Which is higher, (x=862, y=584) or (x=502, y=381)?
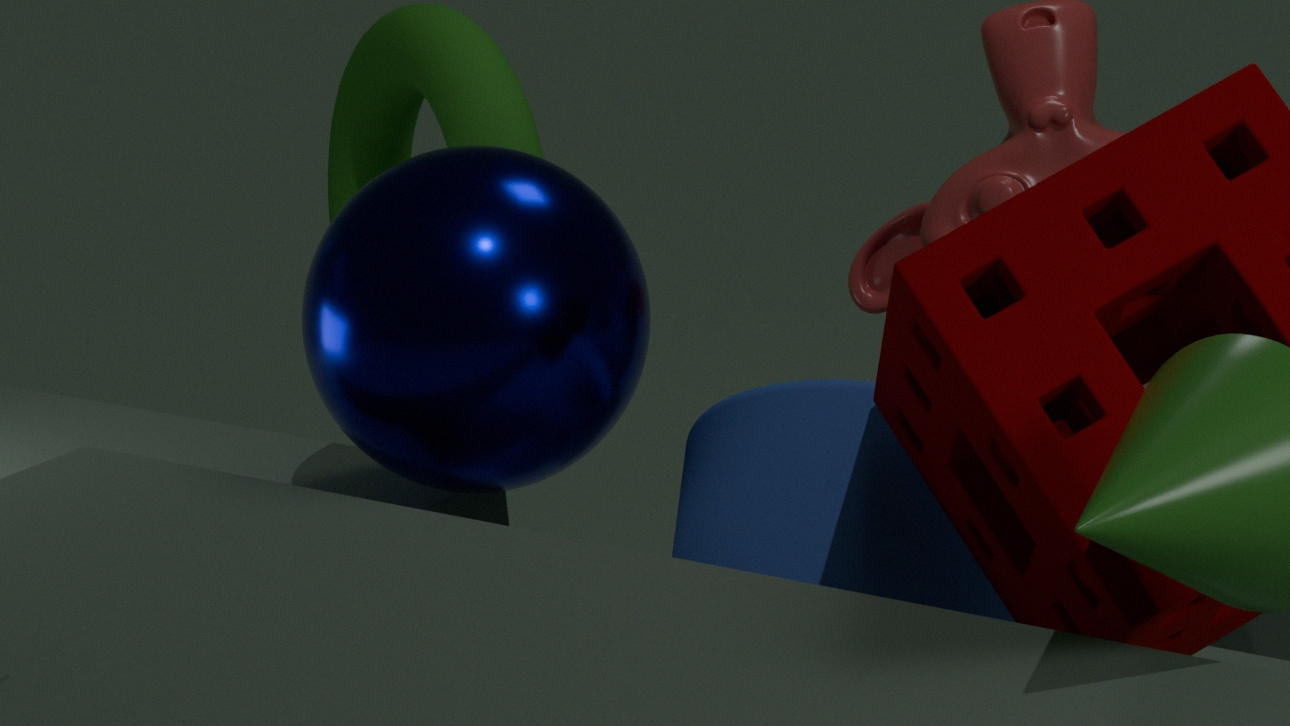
(x=502, y=381)
